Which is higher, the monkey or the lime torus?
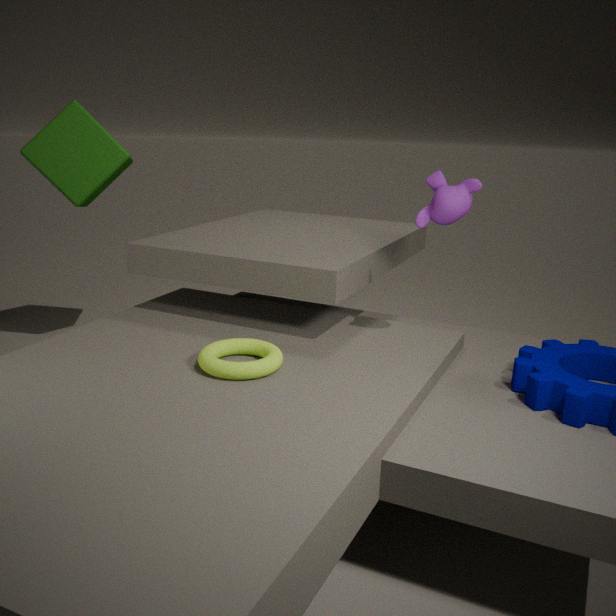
the monkey
